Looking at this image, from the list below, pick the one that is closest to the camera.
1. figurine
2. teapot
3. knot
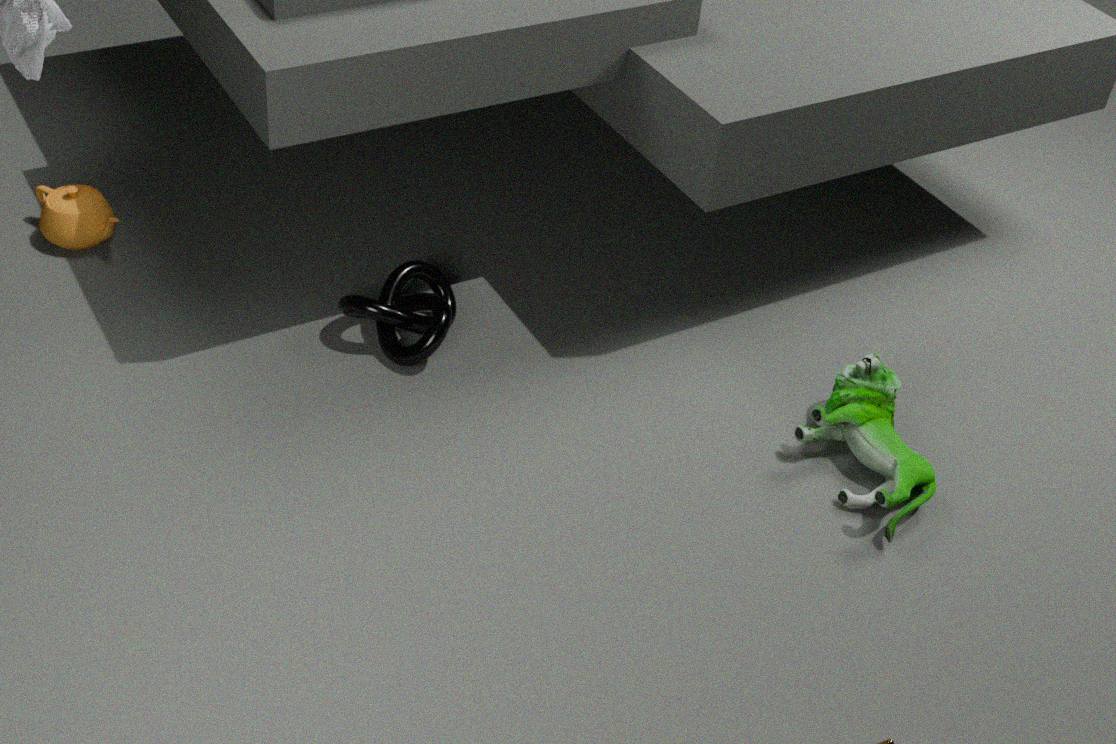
figurine
